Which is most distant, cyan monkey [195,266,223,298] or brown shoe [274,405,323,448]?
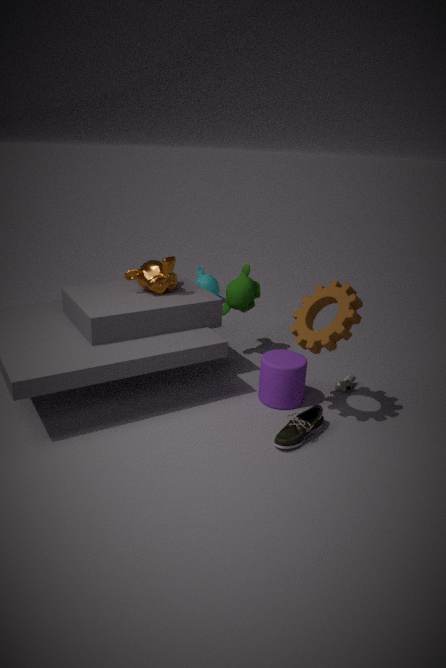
cyan monkey [195,266,223,298]
